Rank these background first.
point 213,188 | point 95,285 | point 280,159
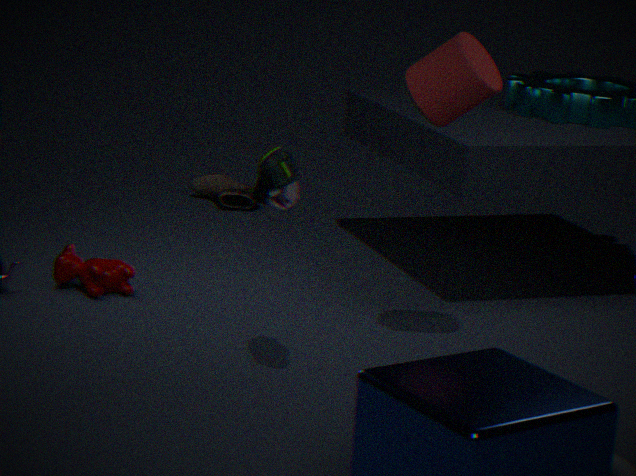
point 213,188
point 95,285
point 280,159
